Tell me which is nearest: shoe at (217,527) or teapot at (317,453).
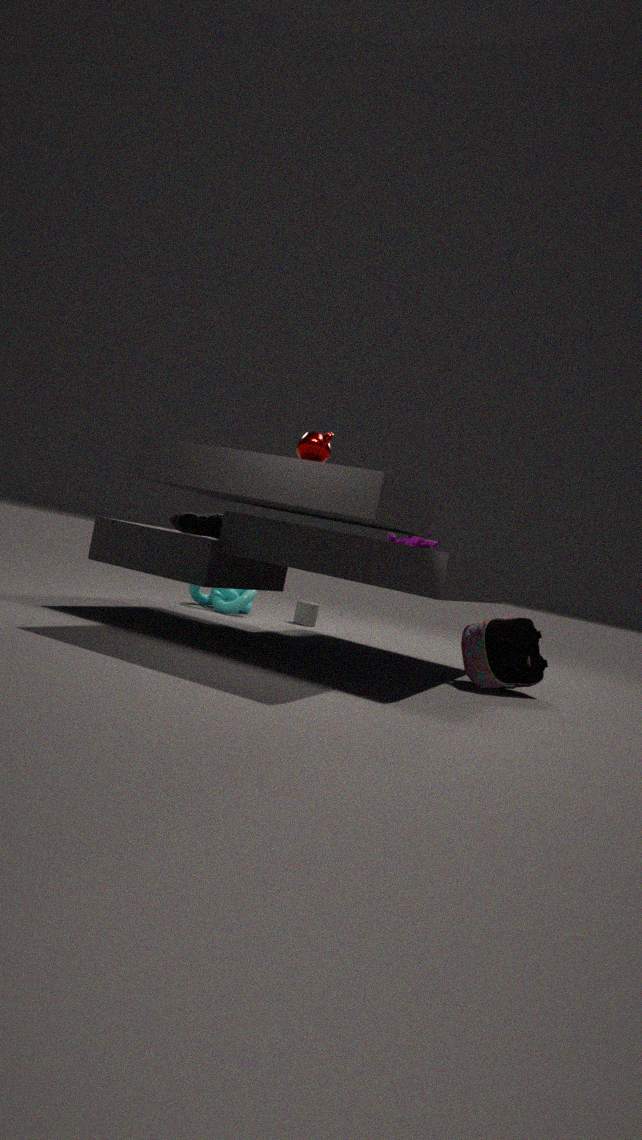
teapot at (317,453)
